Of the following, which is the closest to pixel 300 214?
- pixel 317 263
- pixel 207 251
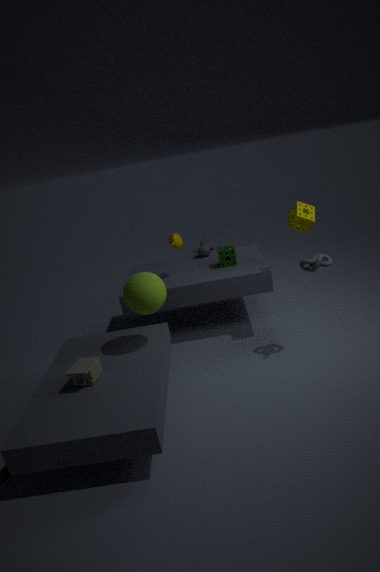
pixel 317 263
